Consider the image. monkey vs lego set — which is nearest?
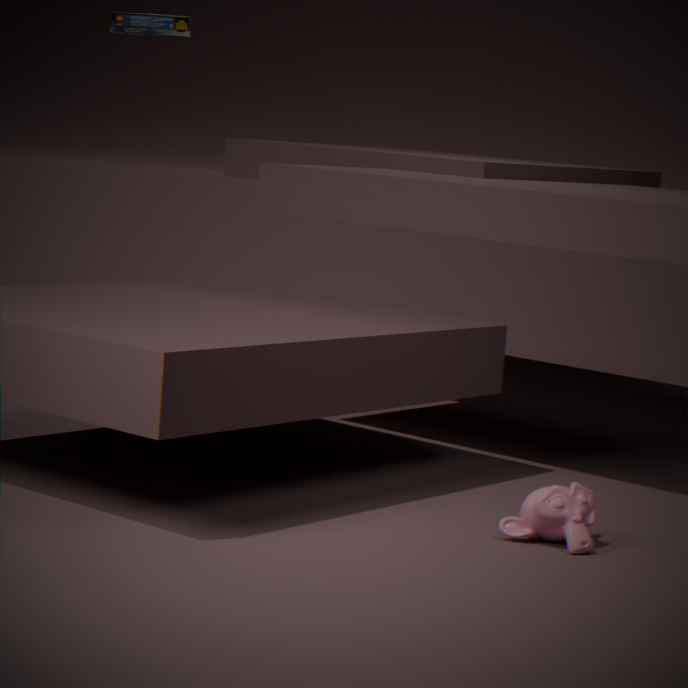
monkey
